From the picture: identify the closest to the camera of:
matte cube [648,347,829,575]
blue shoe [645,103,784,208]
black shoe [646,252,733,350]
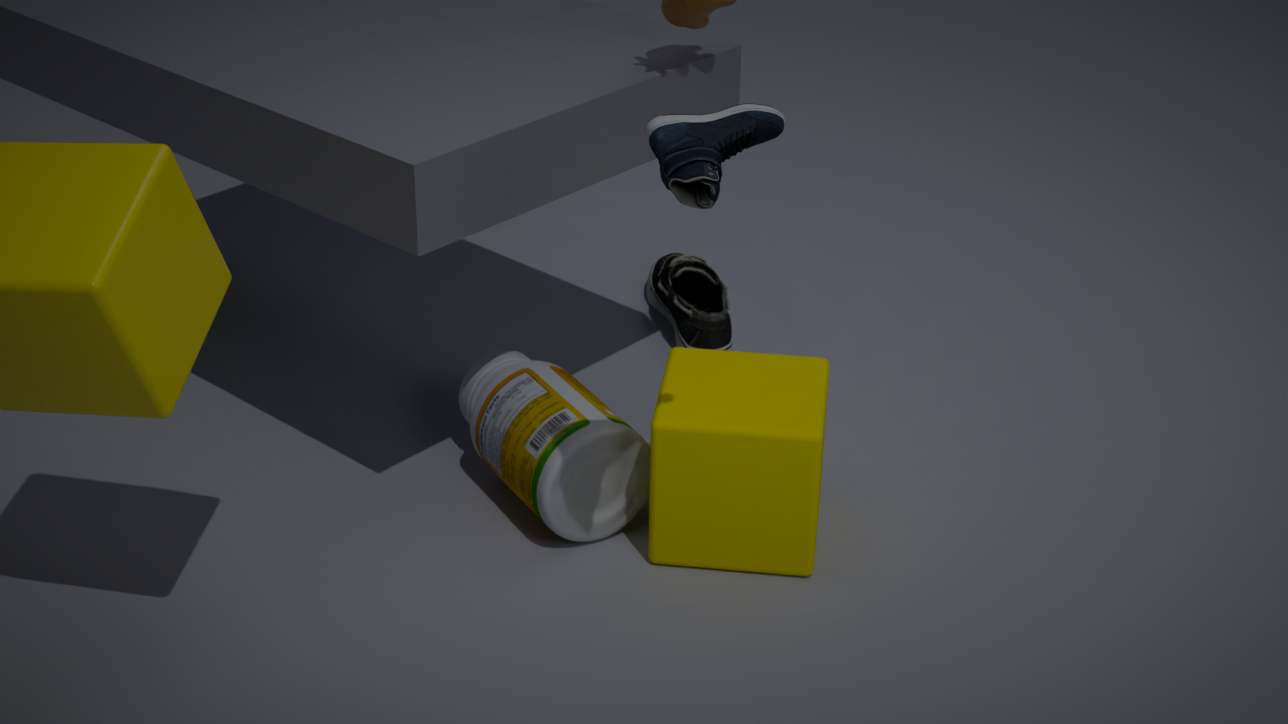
blue shoe [645,103,784,208]
